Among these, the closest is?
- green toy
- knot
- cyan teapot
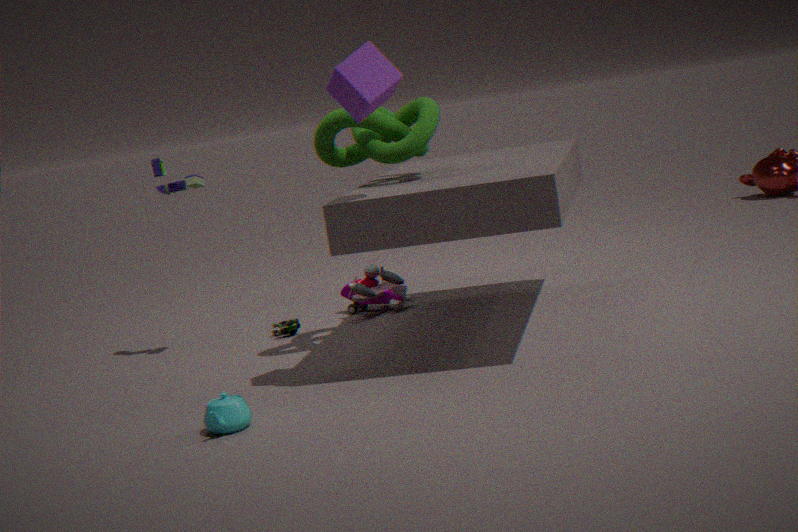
cyan teapot
